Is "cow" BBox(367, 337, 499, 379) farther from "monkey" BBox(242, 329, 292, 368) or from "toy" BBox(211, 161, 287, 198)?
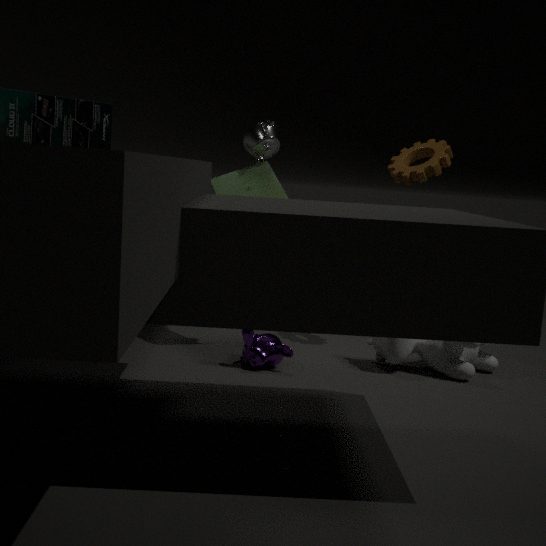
"toy" BBox(211, 161, 287, 198)
